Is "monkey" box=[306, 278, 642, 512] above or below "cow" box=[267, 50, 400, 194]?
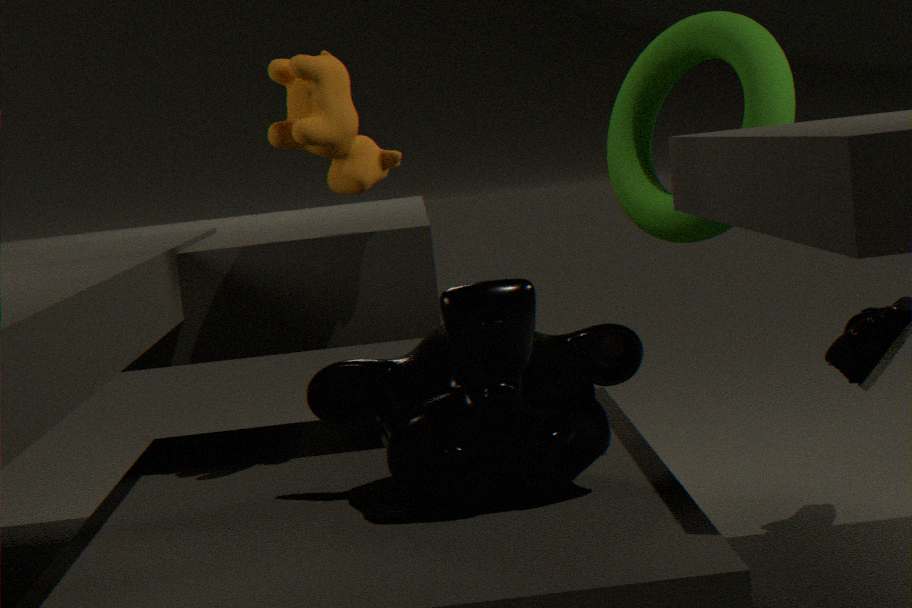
below
